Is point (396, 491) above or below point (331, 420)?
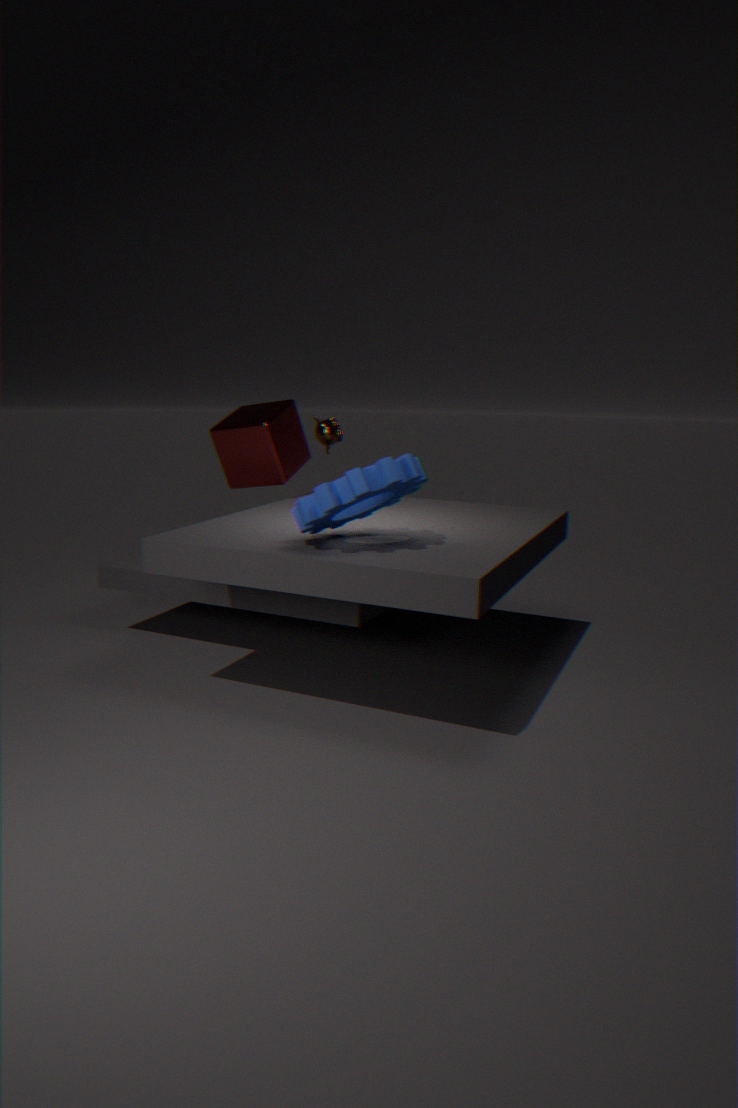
below
